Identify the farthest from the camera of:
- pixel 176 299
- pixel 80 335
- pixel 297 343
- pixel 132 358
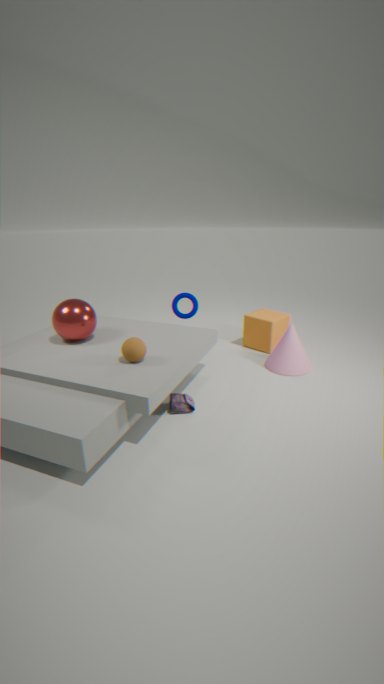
pixel 176 299
